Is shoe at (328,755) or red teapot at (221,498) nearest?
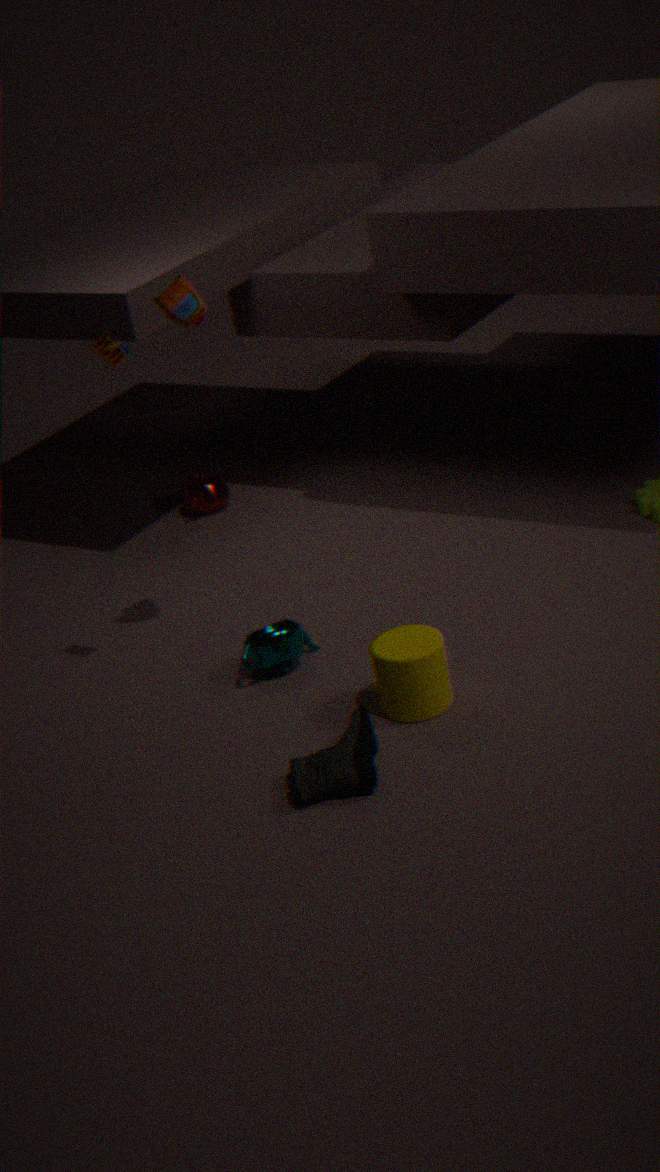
shoe at (328,755)
